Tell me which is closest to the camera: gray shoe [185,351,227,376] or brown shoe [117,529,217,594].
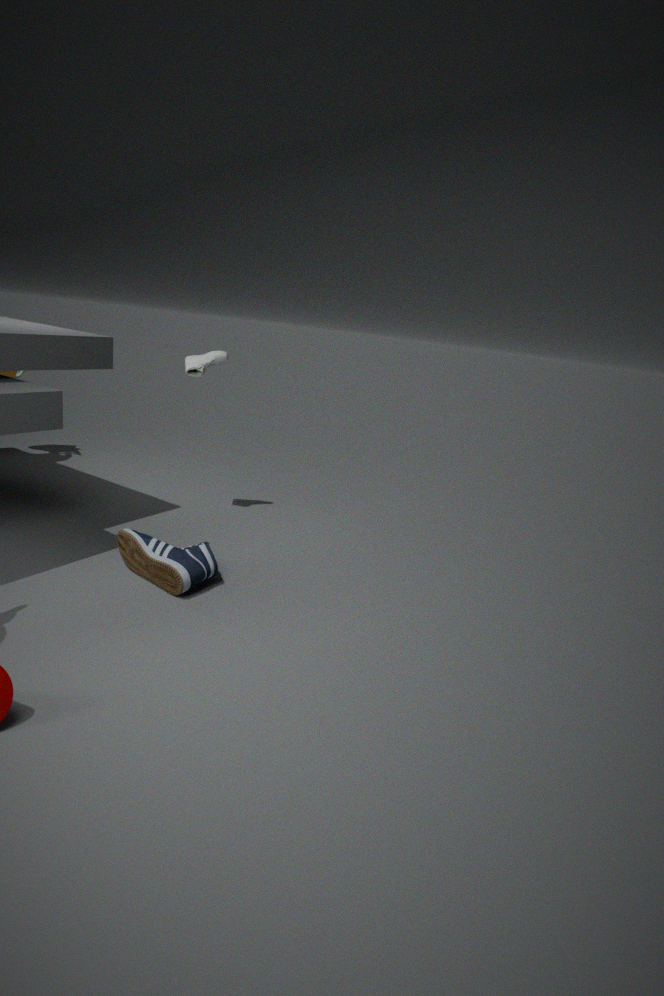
brown shoe [117,529,217,594]
